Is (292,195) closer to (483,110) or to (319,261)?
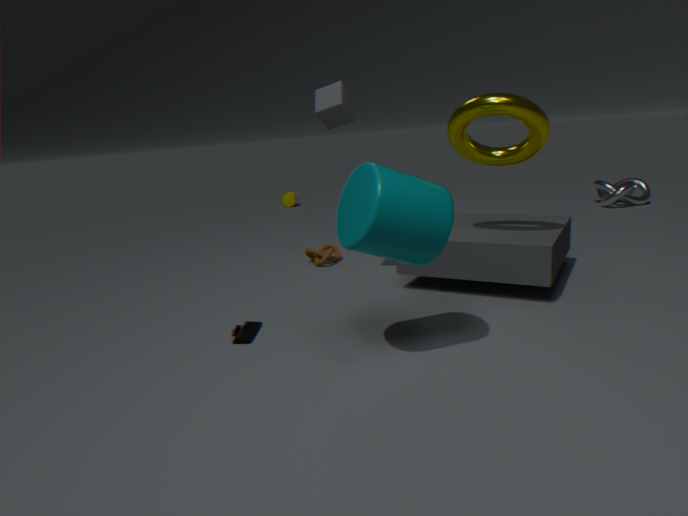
(319,261)
